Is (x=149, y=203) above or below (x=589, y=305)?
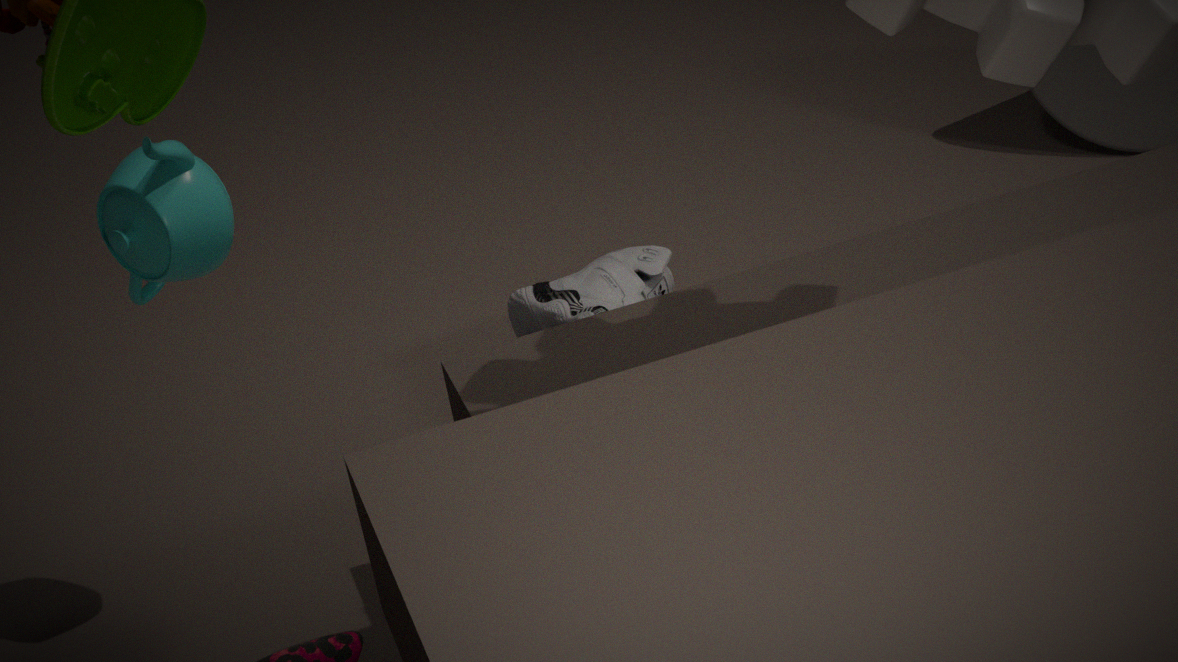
above
